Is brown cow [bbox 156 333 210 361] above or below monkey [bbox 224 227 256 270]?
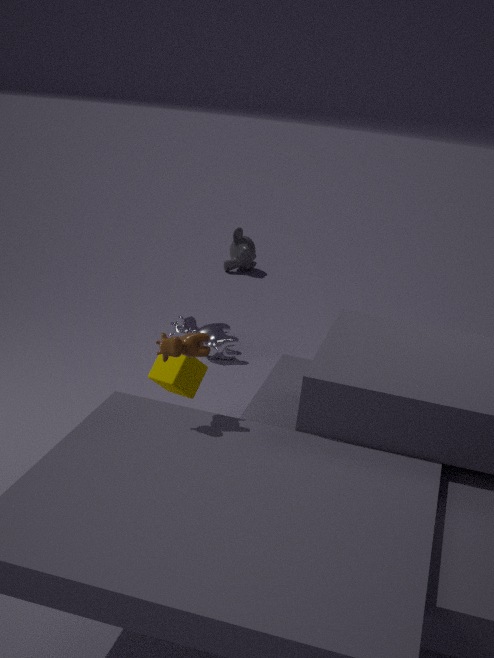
above
